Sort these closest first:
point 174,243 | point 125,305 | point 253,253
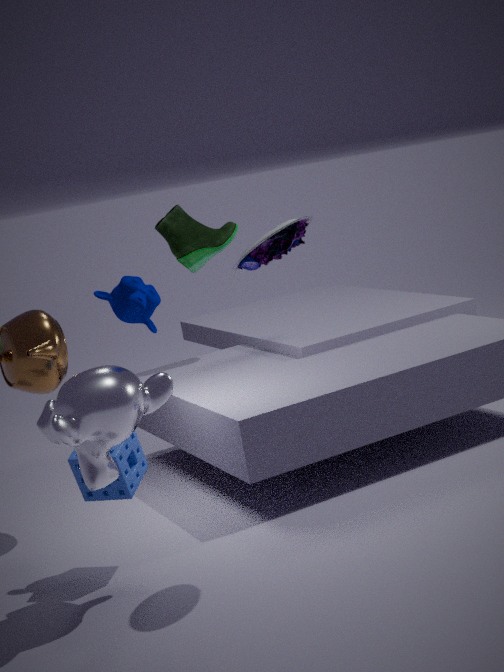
1. point 253,253
2. point 125,305
3. point 174,243
